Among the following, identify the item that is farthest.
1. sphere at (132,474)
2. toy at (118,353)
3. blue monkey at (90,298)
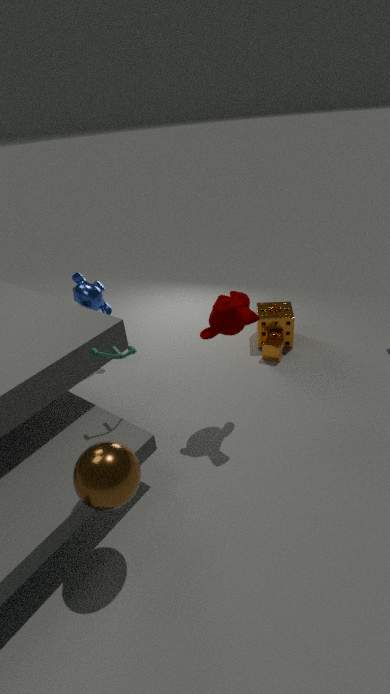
blue monkey at (90,298)
